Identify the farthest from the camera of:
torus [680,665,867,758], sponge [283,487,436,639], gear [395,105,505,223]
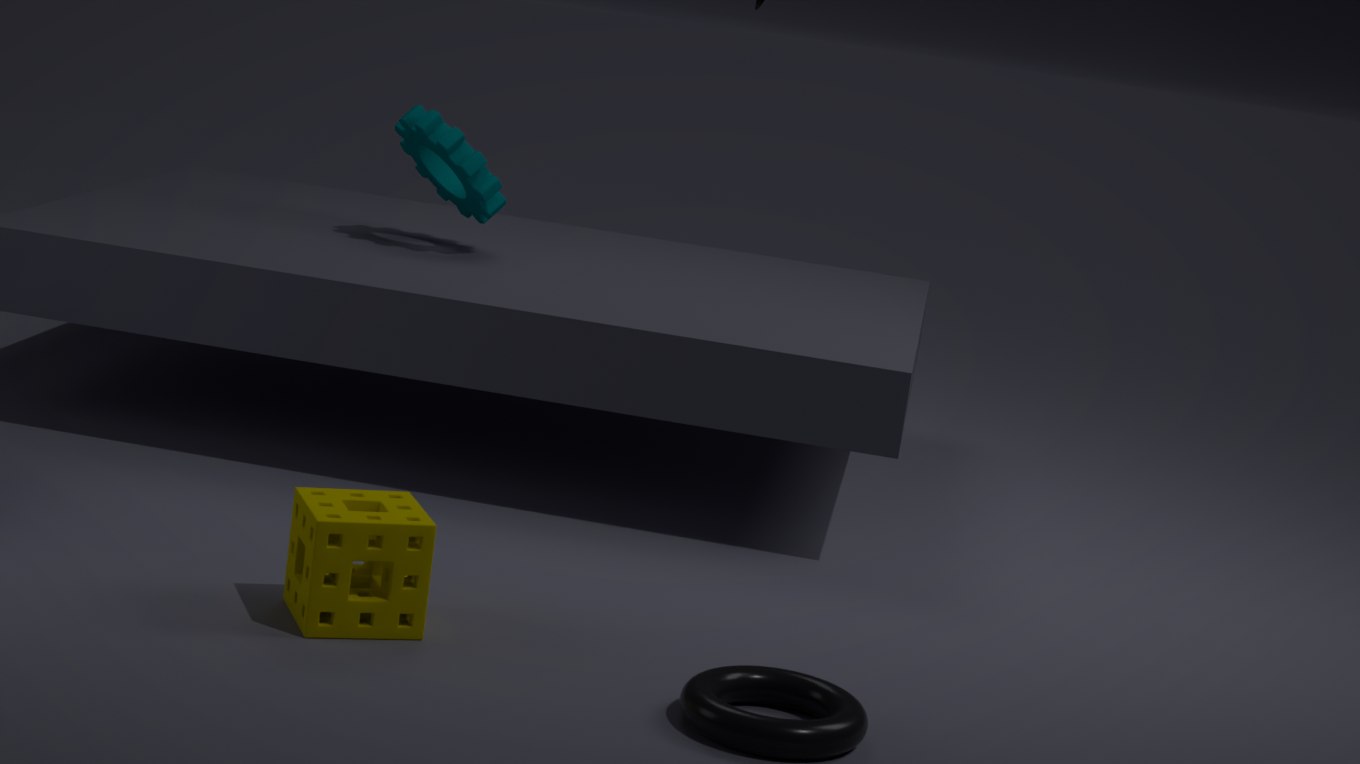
gear [395,105,505,223]
